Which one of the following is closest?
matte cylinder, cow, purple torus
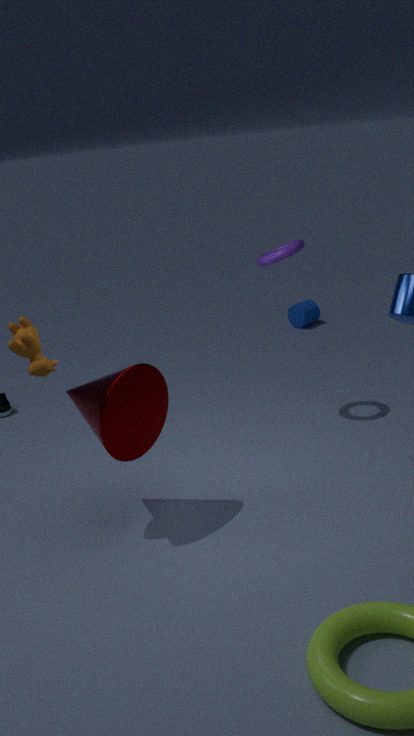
cow
